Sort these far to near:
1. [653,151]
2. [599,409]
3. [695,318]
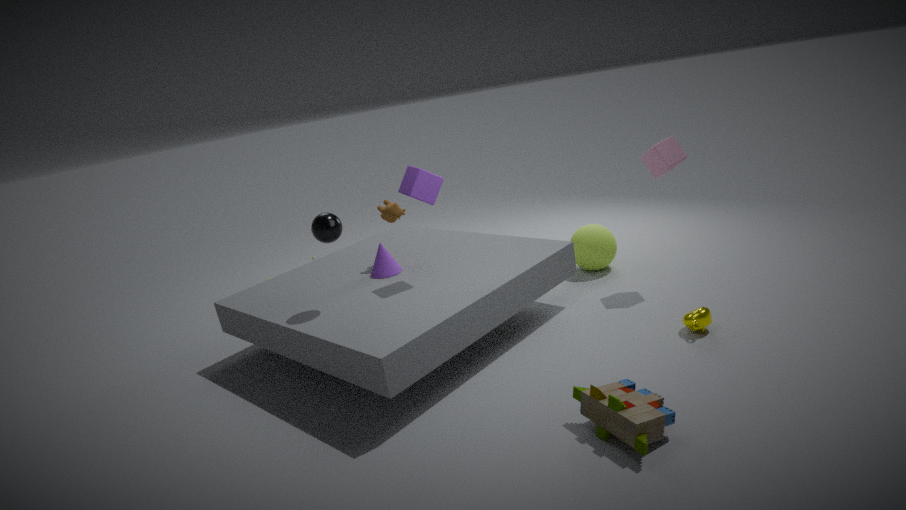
[653,151]
[695,318]
[599,409]
